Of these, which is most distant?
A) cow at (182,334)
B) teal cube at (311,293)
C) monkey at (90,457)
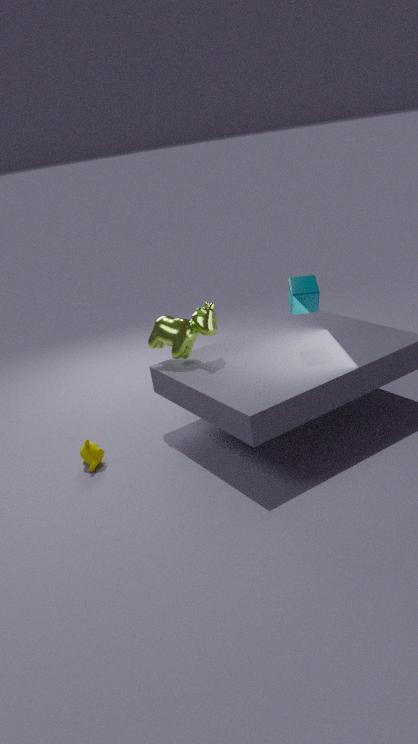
cow at (182,334)
